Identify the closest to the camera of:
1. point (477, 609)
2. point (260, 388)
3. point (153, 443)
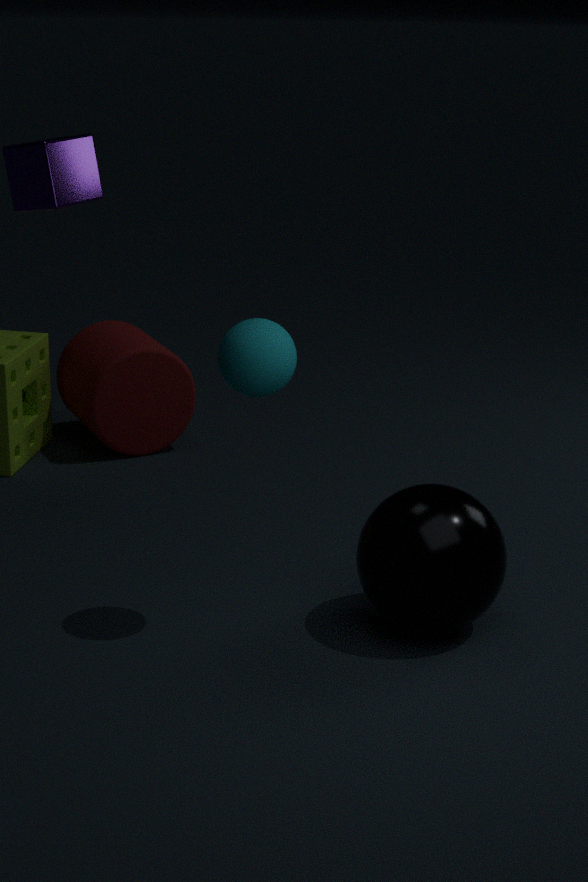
point (260, 388)
